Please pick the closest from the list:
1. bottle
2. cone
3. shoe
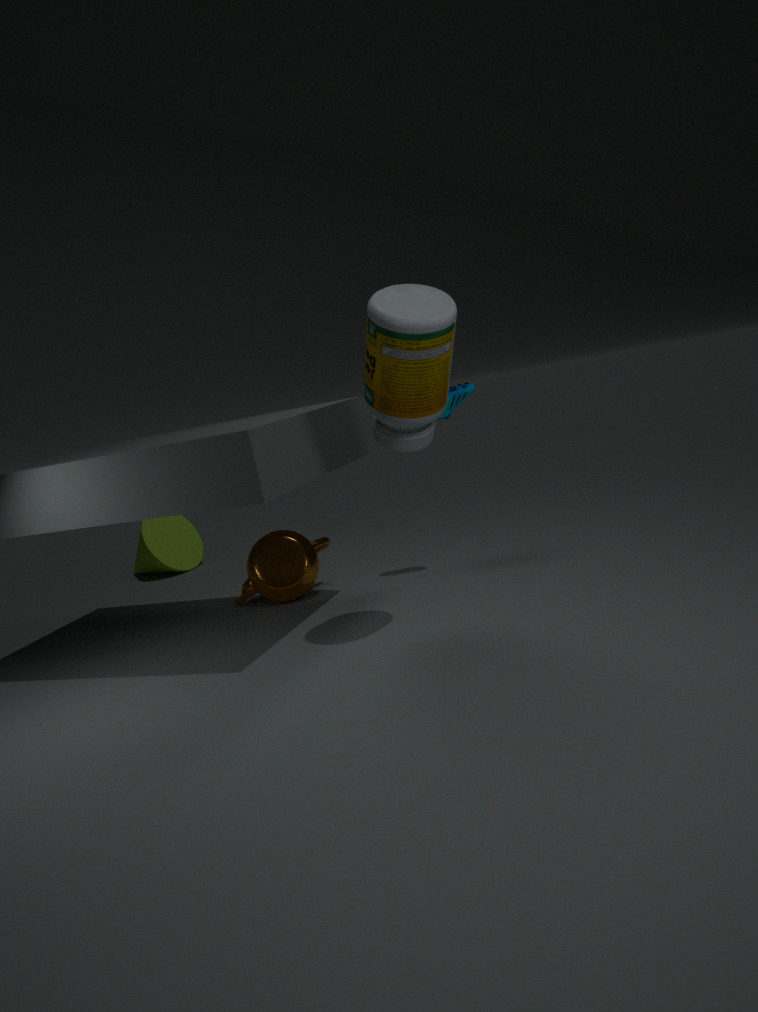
bottle
